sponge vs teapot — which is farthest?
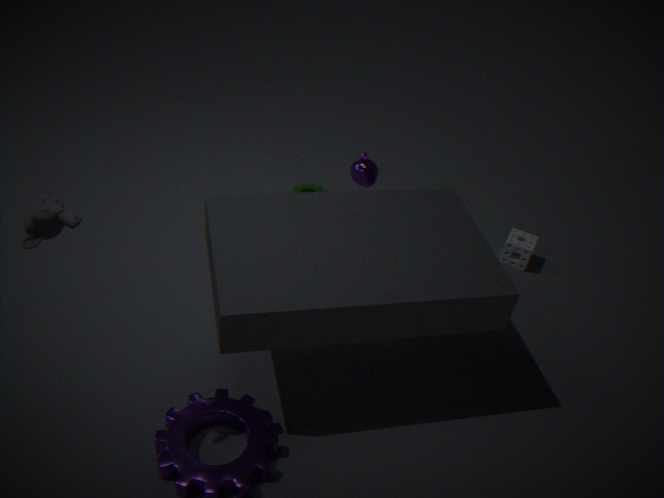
sponge
